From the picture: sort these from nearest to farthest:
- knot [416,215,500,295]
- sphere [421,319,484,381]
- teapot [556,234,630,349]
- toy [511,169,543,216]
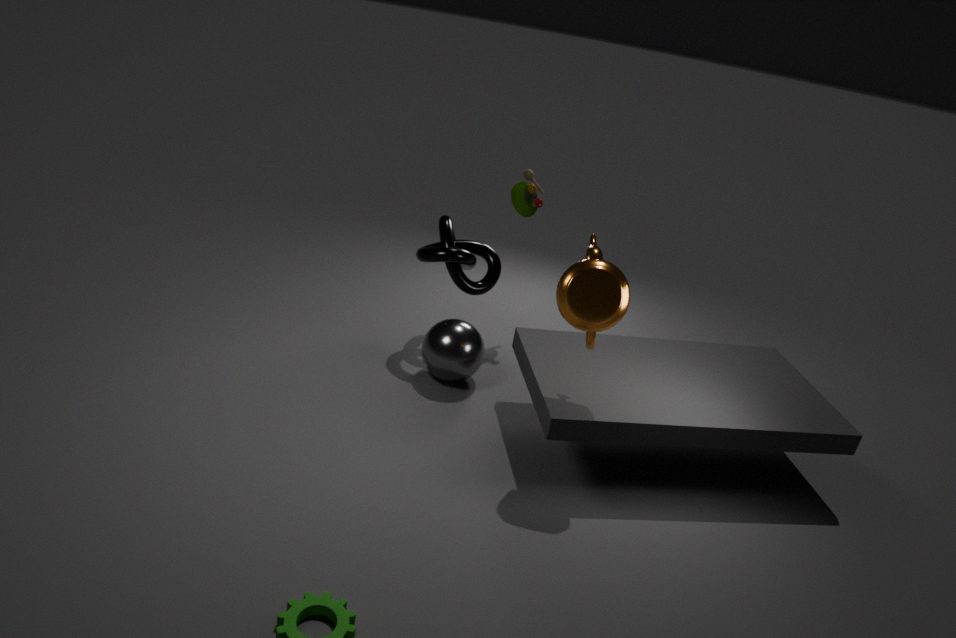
teapot [556,234,630,349] < sphere [421,319,484,381] < knot [416,215,500,295] < toy [511,169,543,216]
